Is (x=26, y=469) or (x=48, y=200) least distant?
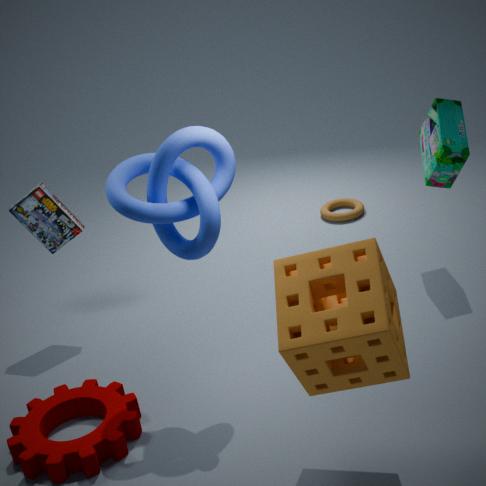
(x=26, y=469)
